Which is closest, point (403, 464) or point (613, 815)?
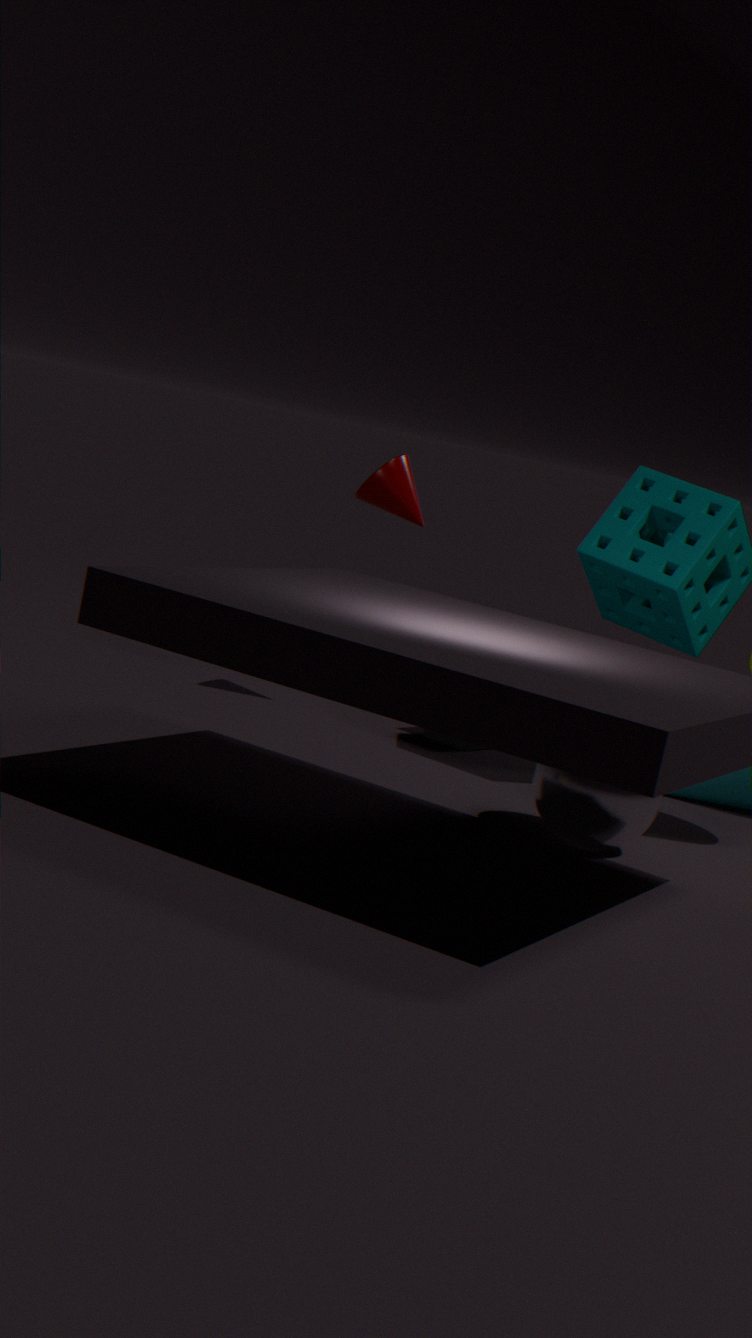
point (613, 815)
